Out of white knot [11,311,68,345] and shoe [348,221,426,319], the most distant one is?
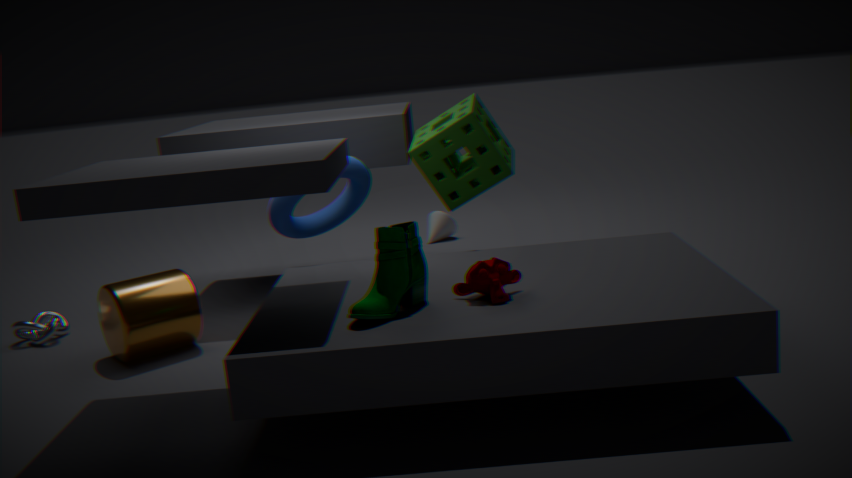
white knot [11,311,68,345]
